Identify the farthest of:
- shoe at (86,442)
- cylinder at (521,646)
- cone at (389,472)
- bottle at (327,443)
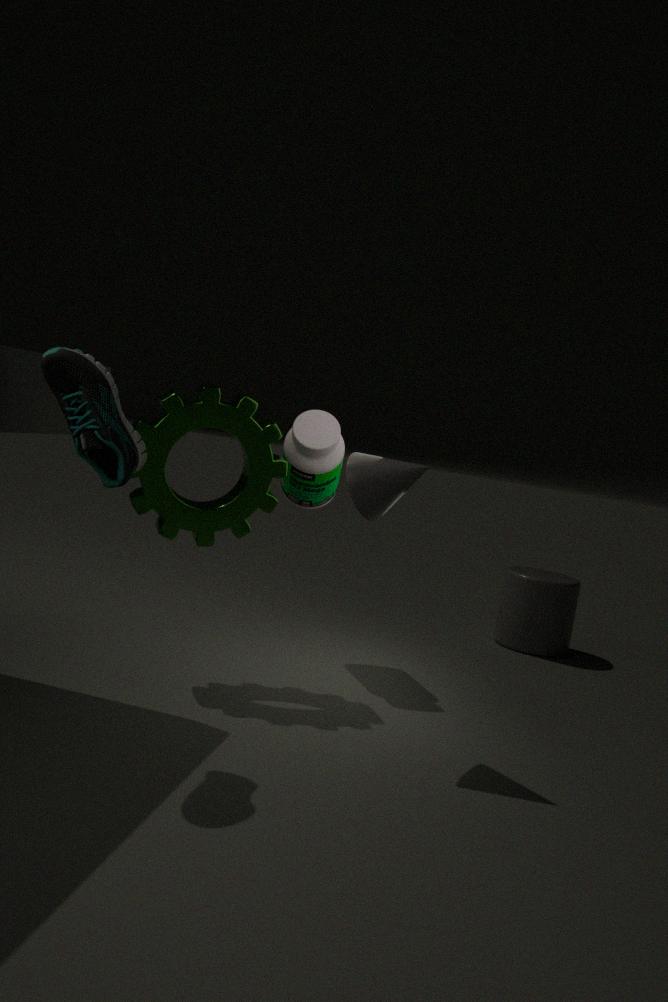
cylinder at (521,646)
